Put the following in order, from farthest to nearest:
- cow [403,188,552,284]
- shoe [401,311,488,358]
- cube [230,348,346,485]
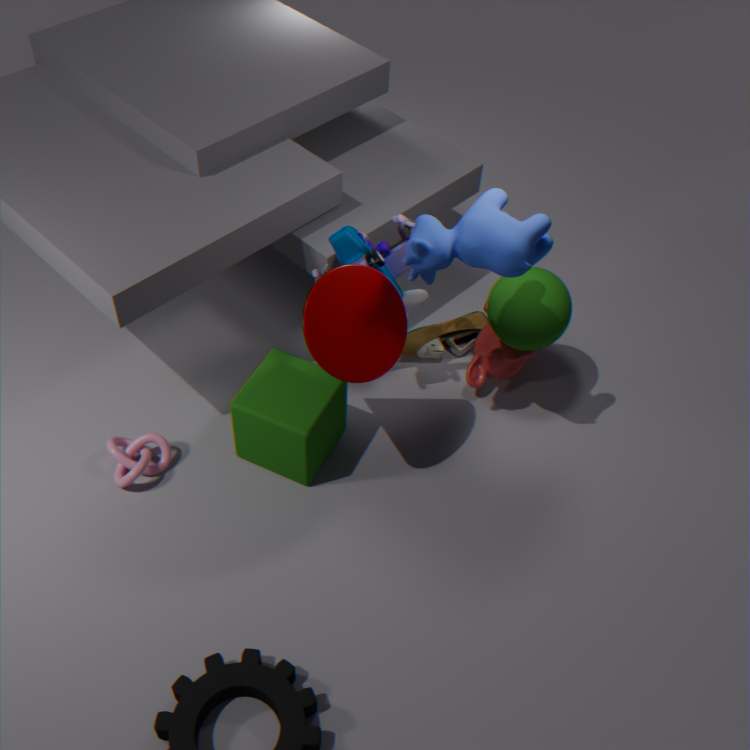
shoe [401,311,488,358] → cube [230,348,346,485] → cow [403,188,552,284]
